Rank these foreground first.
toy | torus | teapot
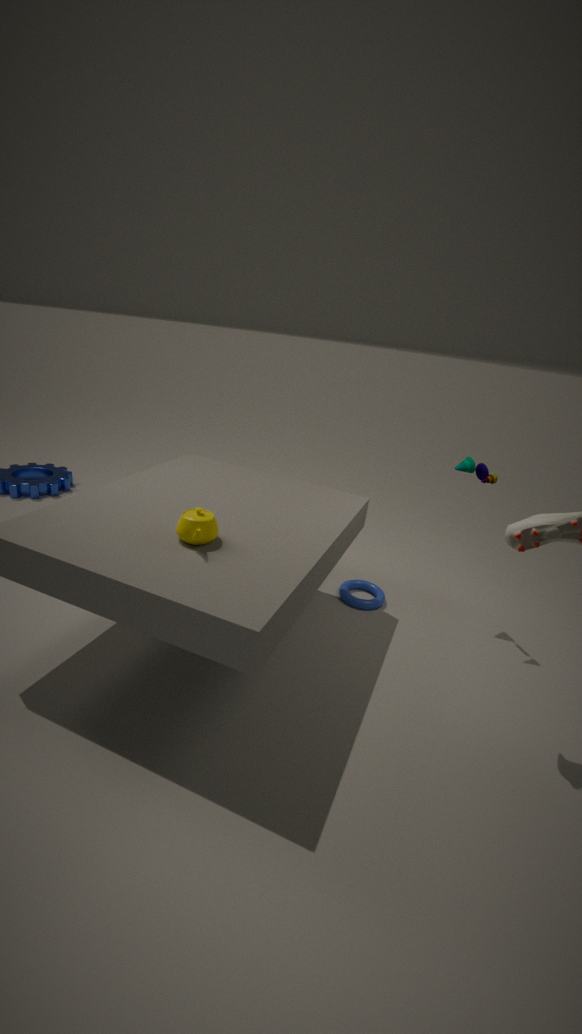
teapot → toy → torus
